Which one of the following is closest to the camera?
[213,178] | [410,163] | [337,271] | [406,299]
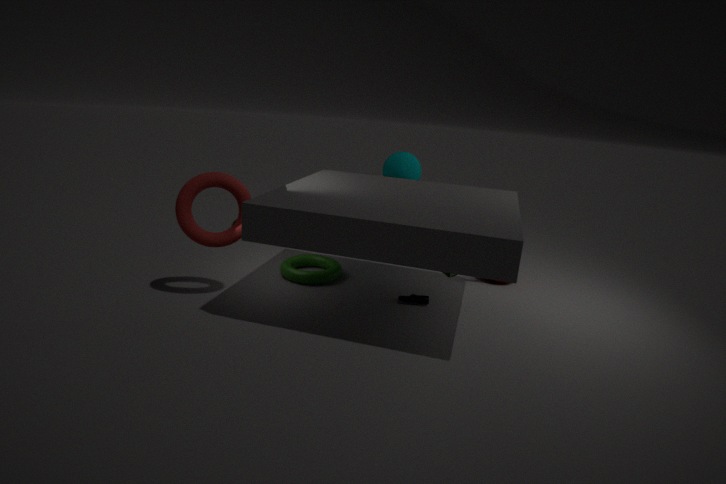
[213,178]
